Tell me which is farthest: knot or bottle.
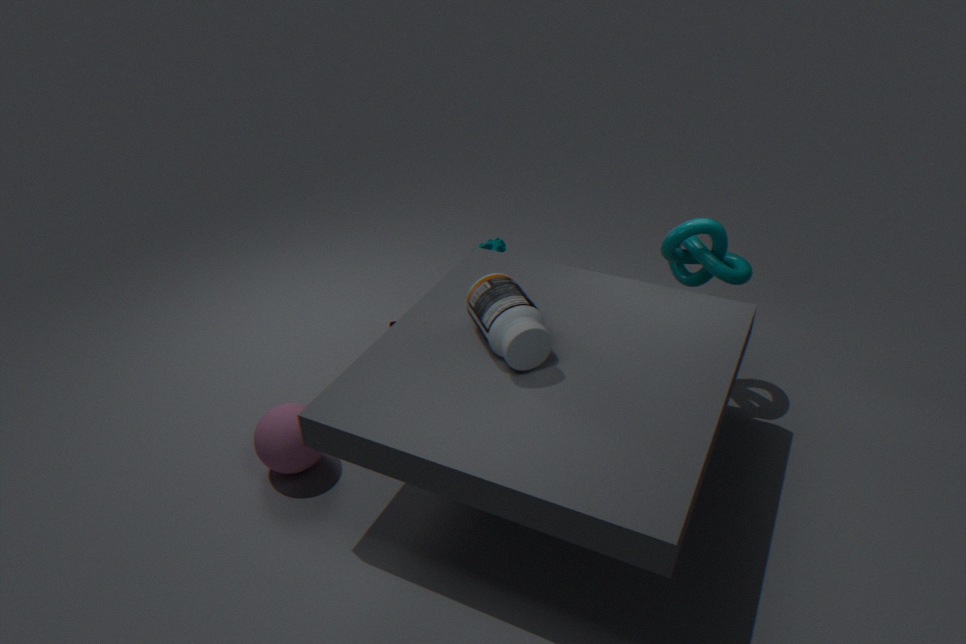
knot
